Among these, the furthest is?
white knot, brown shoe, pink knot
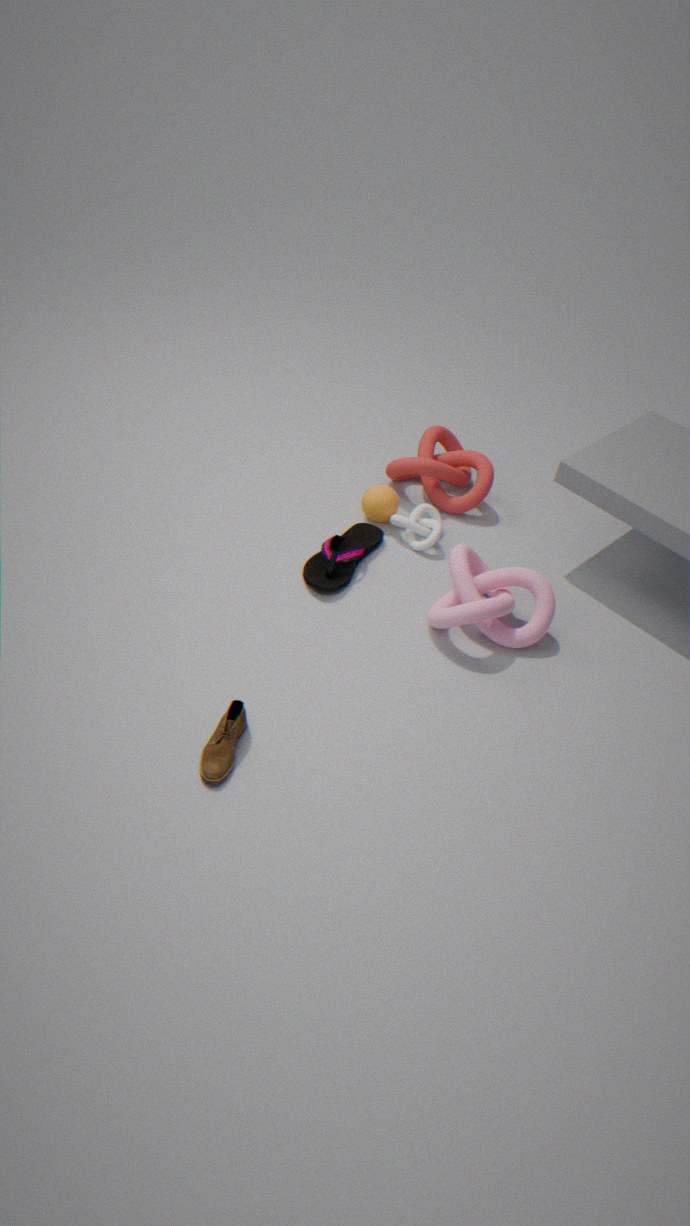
white knot
